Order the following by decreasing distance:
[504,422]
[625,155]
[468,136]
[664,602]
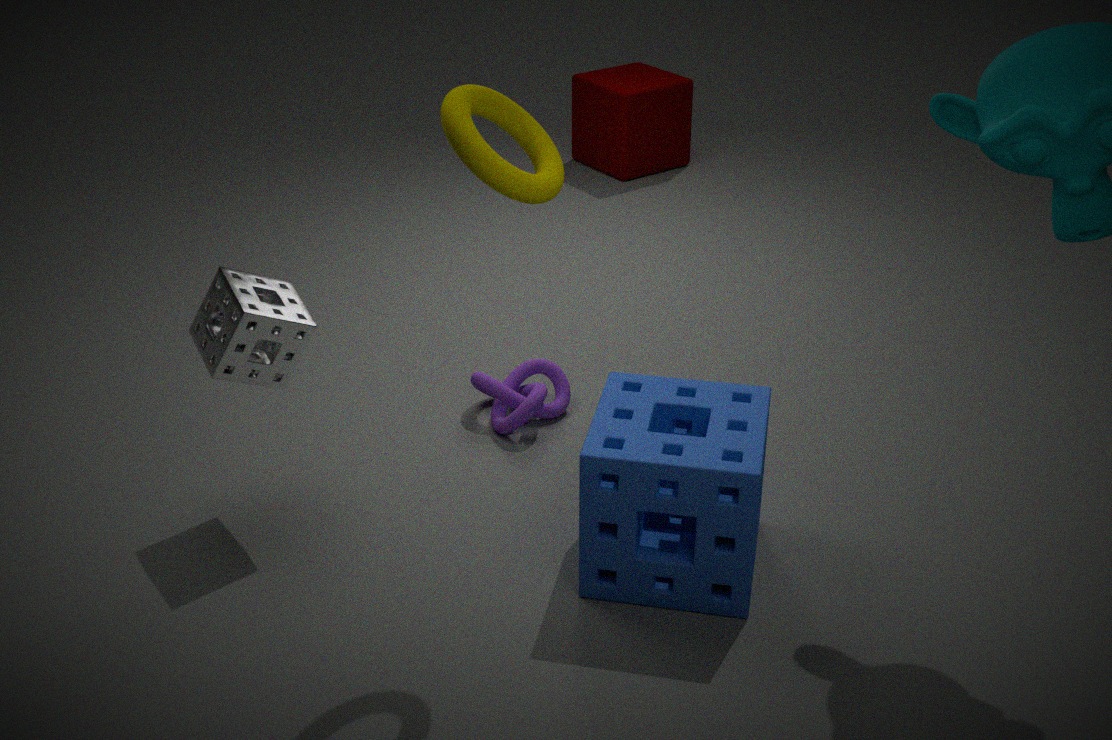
[625,155] < [504,422] < [664,602] < [468,136]
